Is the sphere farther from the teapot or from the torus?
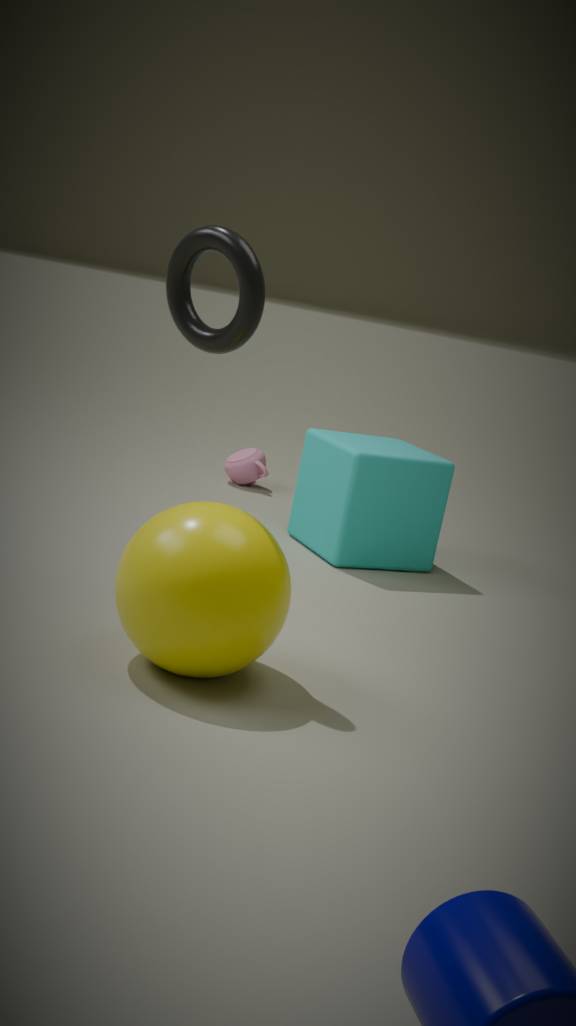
the teapot
